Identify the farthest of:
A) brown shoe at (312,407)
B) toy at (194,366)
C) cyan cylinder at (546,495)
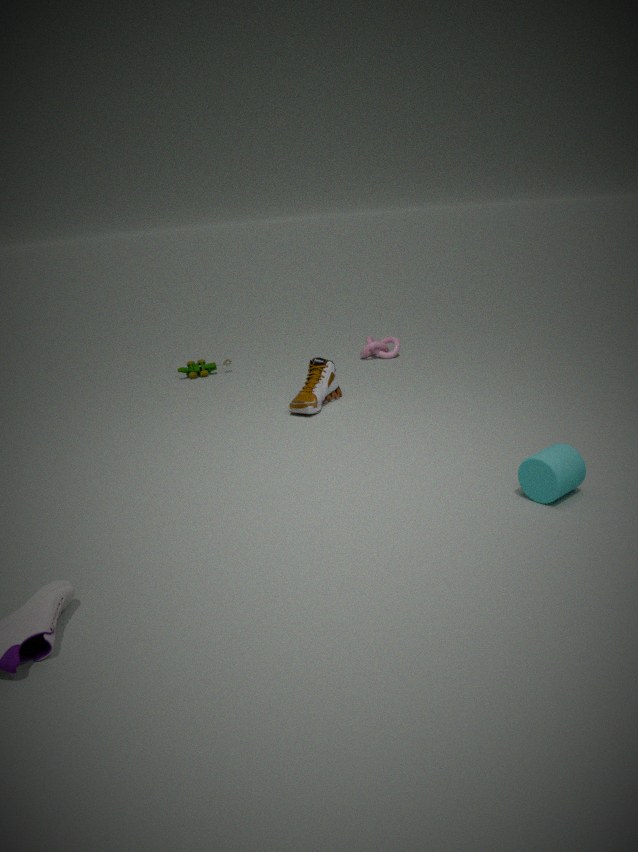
toy at (194,366)
